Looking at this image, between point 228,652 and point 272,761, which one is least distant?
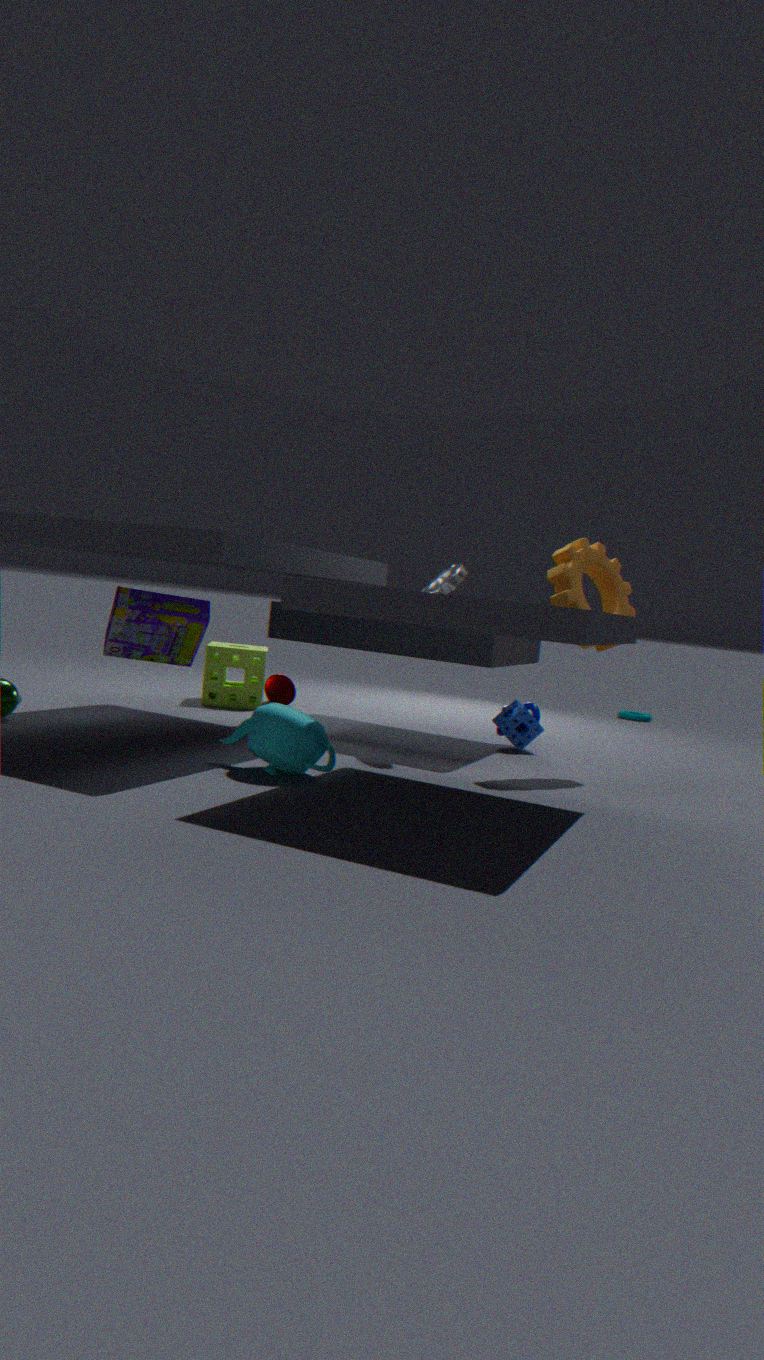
point 272,761
